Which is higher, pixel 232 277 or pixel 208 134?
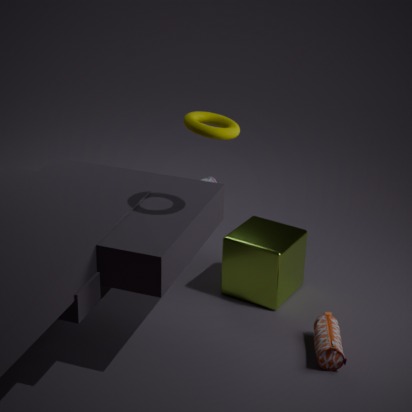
pixel 208 134
